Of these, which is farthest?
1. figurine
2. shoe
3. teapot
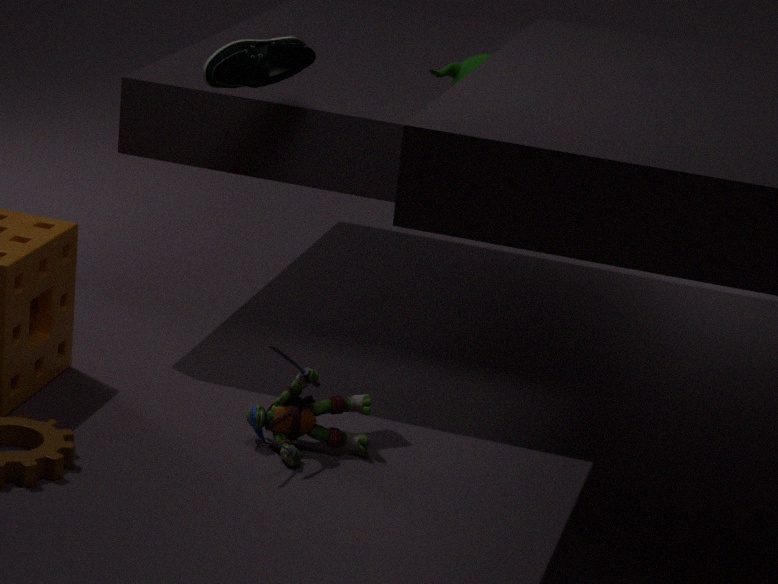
teapot
